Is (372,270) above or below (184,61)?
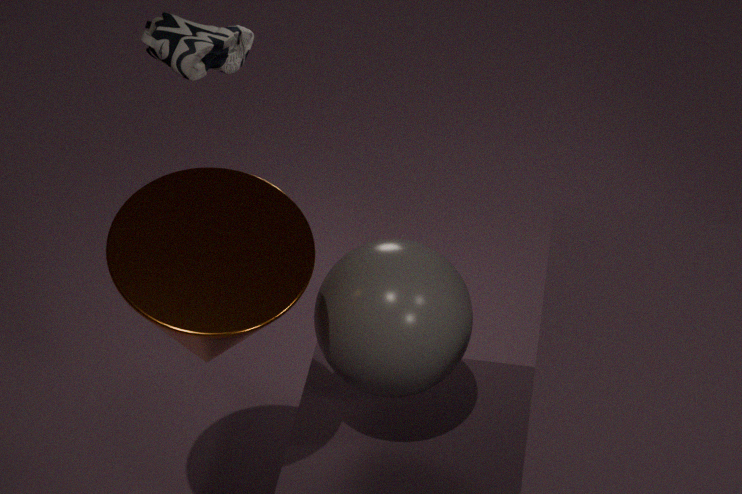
below
